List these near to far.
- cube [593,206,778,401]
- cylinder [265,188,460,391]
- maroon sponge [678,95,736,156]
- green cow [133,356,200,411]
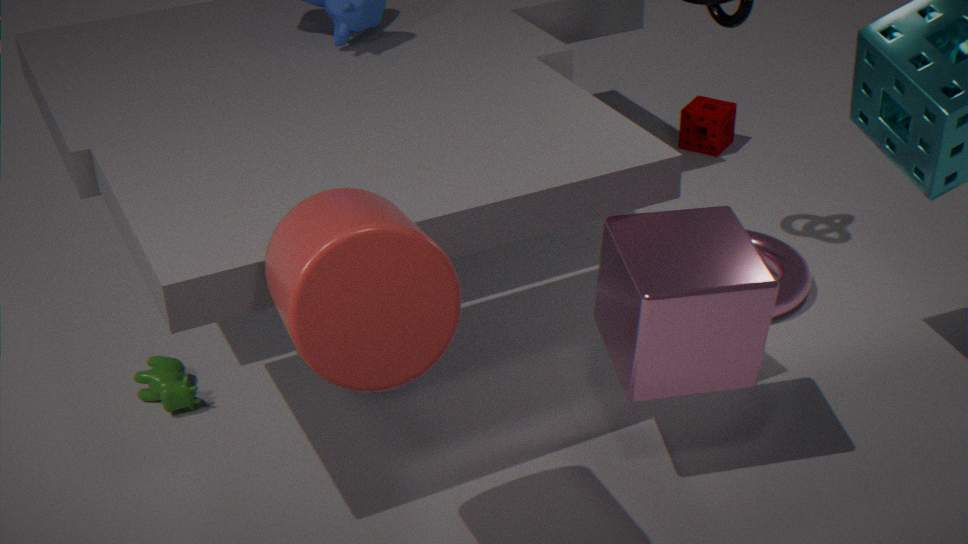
cylinder [265,188,460,391] < cube [593,206,778,401] < green cow [133,356,200,411] < maroon sponge [678,95,736,156]
